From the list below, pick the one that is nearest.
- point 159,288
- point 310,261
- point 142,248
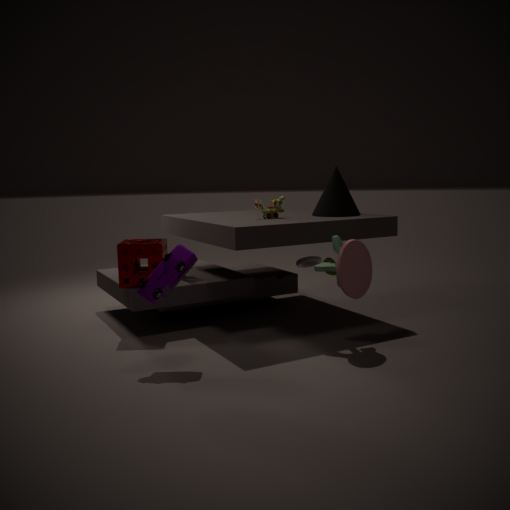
point 159,288
